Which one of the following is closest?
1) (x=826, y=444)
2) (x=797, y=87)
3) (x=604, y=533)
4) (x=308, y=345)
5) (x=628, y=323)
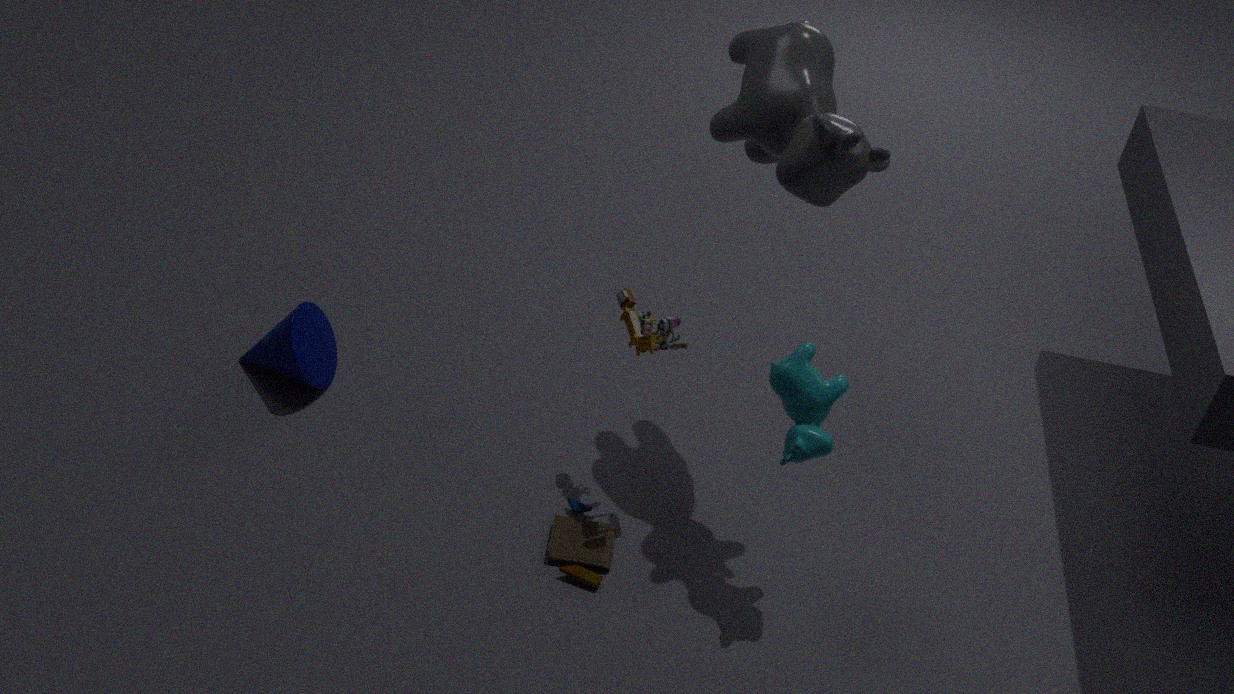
1. (x=826, y=444)
